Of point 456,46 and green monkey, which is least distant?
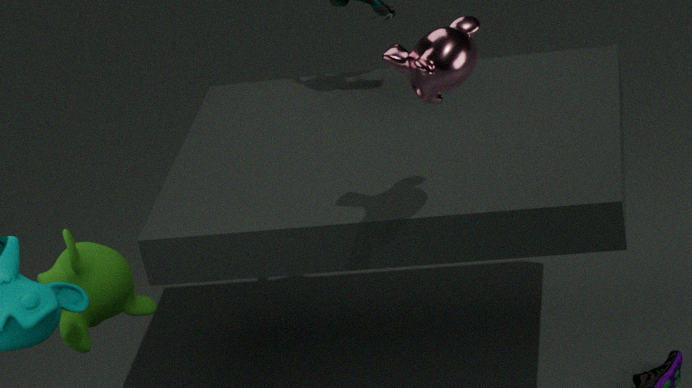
green monkey
